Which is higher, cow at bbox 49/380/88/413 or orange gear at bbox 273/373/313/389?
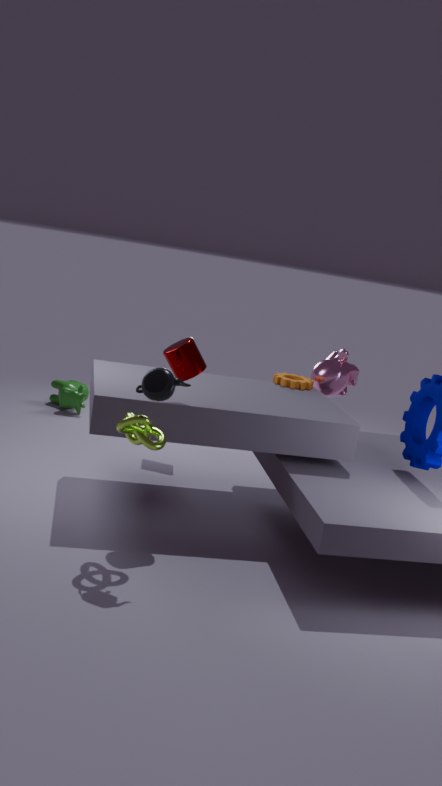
orange gear at bbox 273/373/313/389
